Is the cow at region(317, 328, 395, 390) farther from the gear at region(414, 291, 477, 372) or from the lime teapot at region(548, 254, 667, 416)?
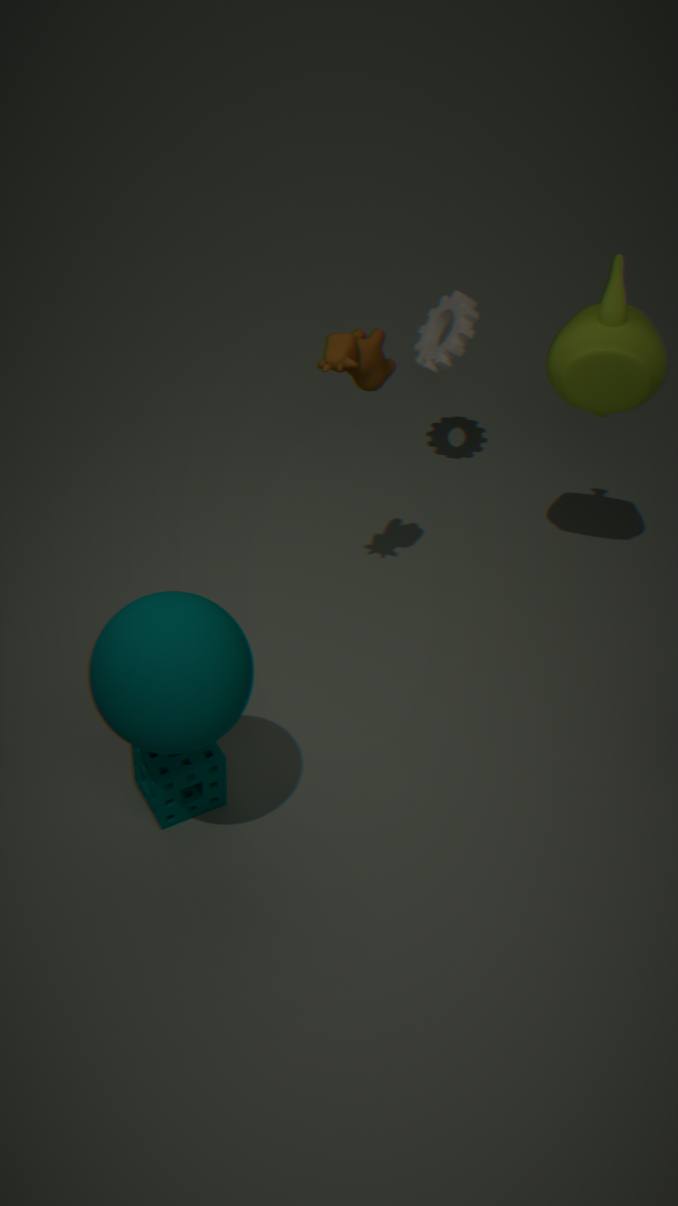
the gear at region(414, 291, 477, 372)
